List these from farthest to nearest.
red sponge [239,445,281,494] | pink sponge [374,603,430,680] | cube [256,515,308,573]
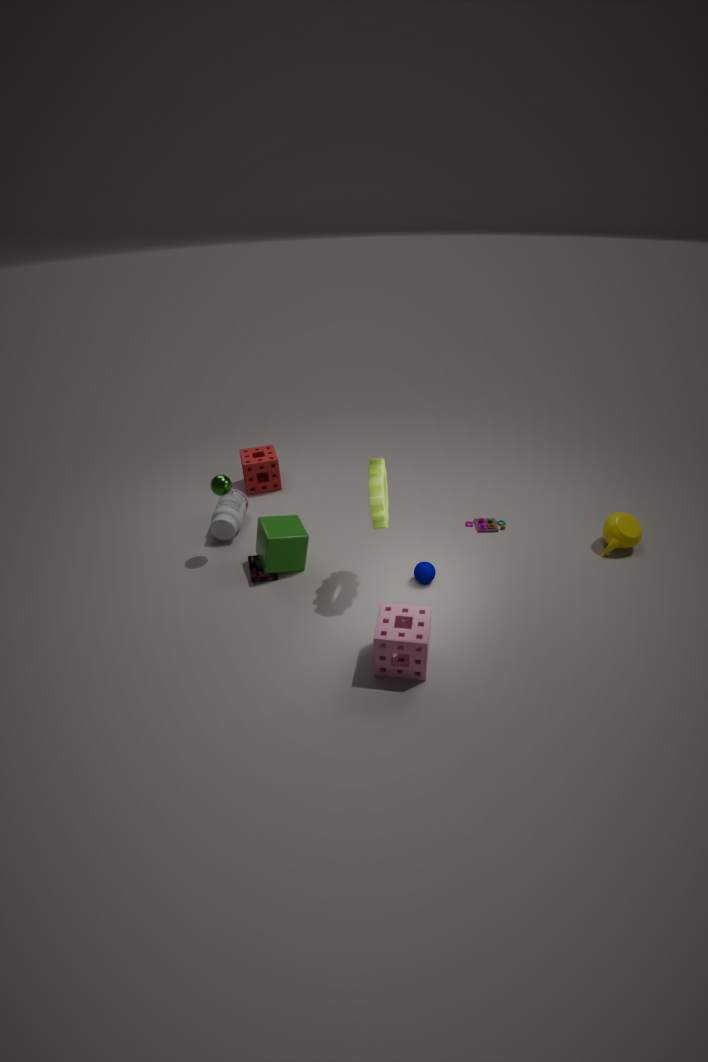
1. red sponge [239,445,281,494]
2. cube [256,515,308,573]
3. pink sponge [374,603,430,680]
